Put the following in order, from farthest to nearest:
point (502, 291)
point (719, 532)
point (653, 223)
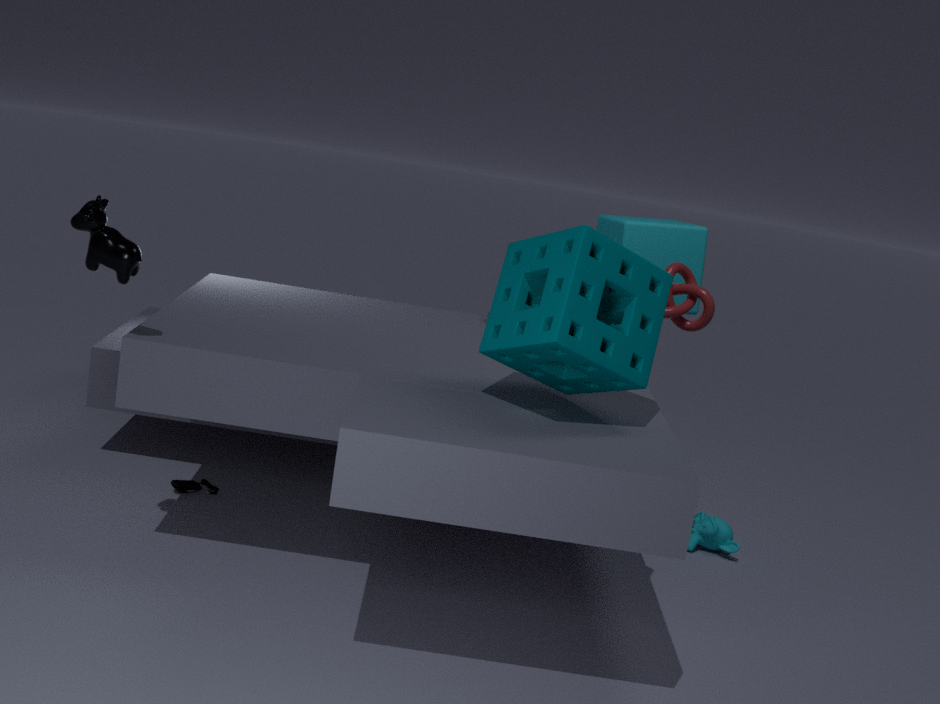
1. point (653, 223)
2. point (719, 532)
3. point (502, 291)
